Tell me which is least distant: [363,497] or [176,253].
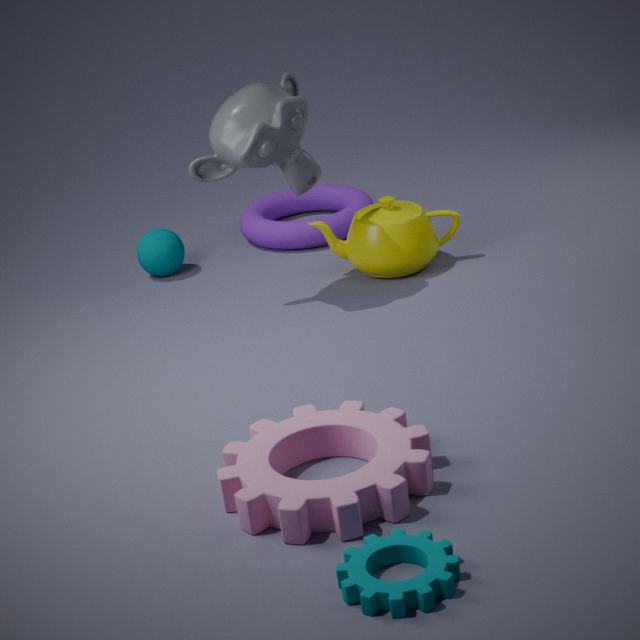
[363,497]
